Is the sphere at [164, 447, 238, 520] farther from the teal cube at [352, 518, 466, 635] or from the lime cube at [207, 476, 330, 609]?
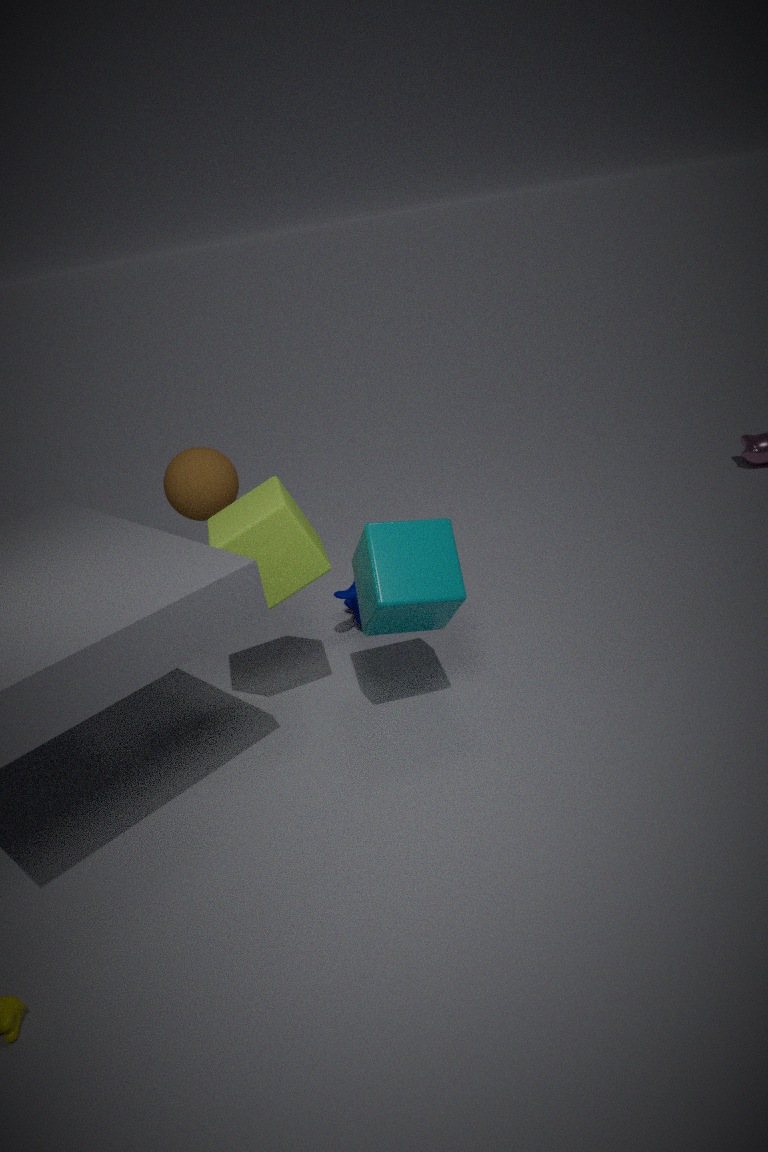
the teal cube at [352, 518, 466, 635]
